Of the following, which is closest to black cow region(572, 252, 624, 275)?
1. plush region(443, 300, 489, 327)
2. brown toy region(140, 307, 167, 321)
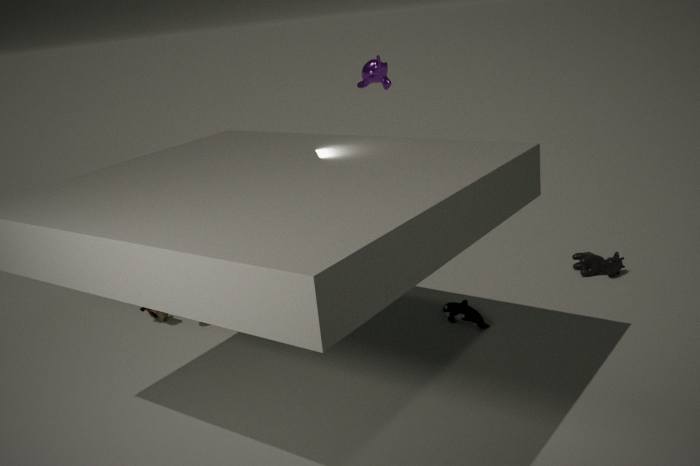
plush region(443, 300, 489, 327)
